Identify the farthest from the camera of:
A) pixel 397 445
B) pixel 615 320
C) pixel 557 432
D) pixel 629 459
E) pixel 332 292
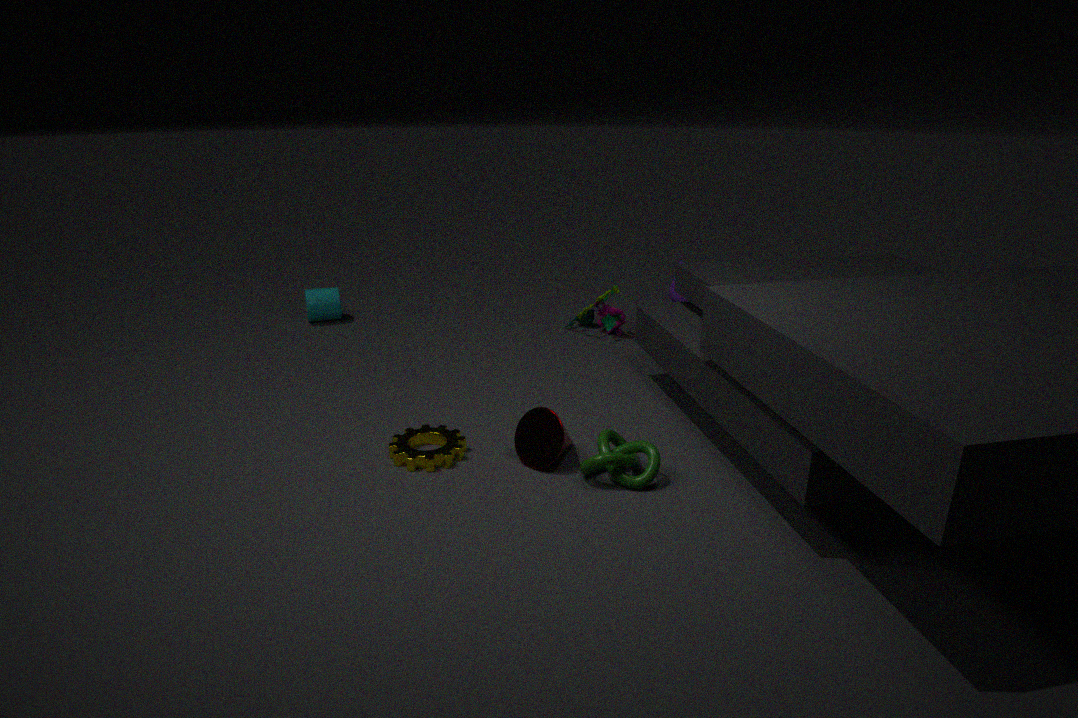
pixel 332 292
